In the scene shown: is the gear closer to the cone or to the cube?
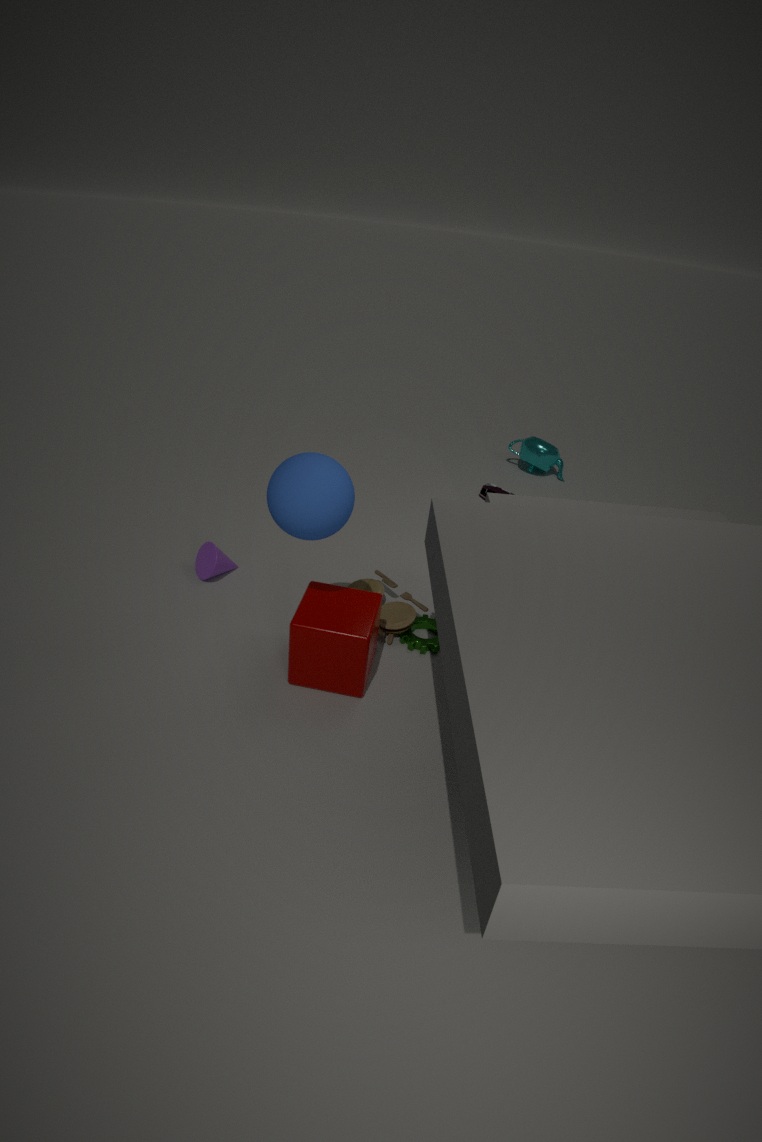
the cube
